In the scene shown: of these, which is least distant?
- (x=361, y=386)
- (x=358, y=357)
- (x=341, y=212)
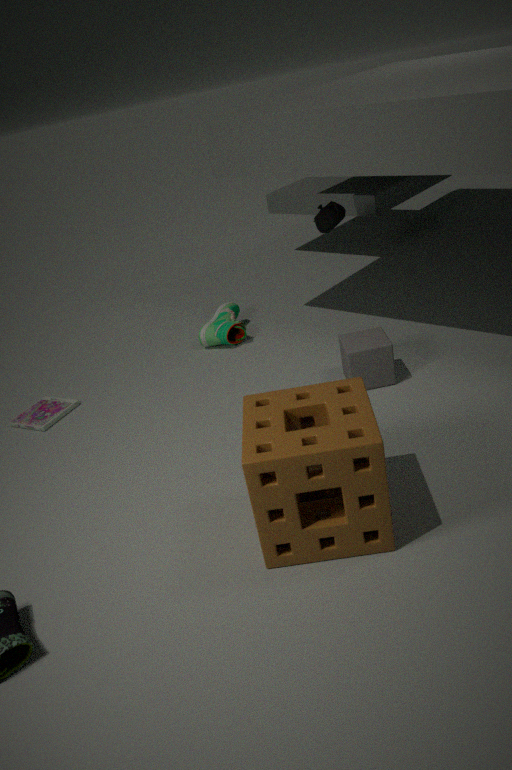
(x=361, y=386)
